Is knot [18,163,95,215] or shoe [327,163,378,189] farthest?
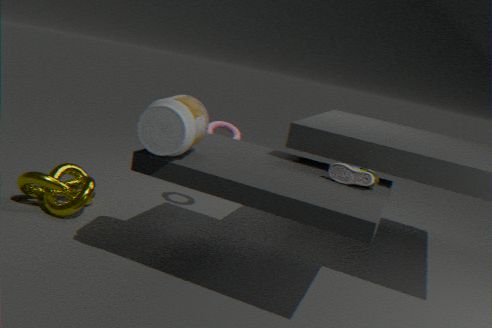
knot [18,163,95,215]
